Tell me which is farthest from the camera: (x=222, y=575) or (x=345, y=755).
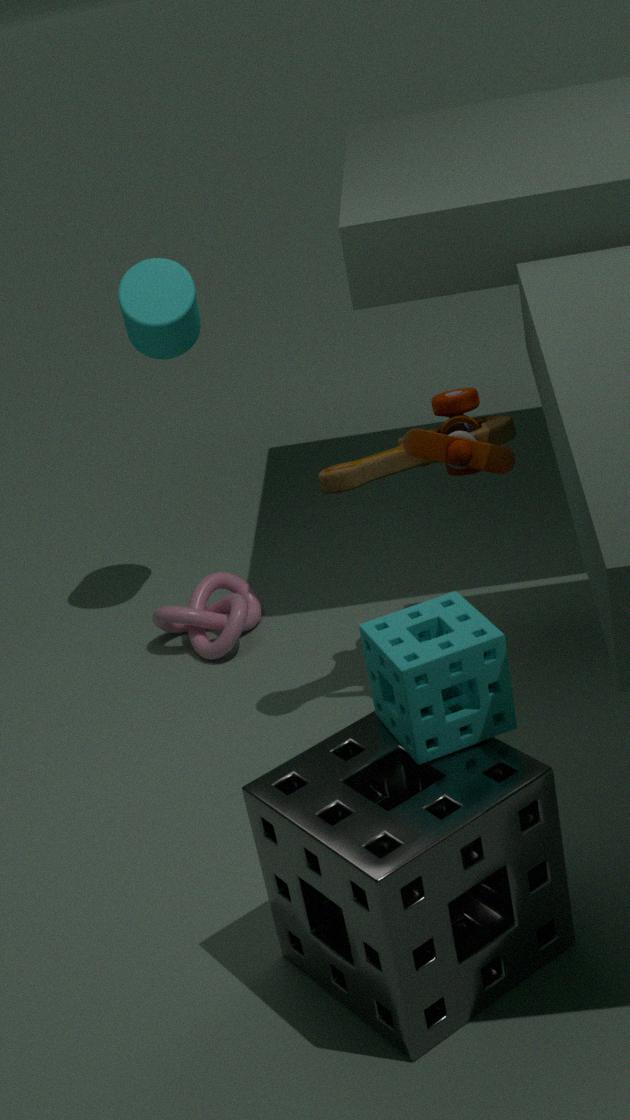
(x=222, y=575)
